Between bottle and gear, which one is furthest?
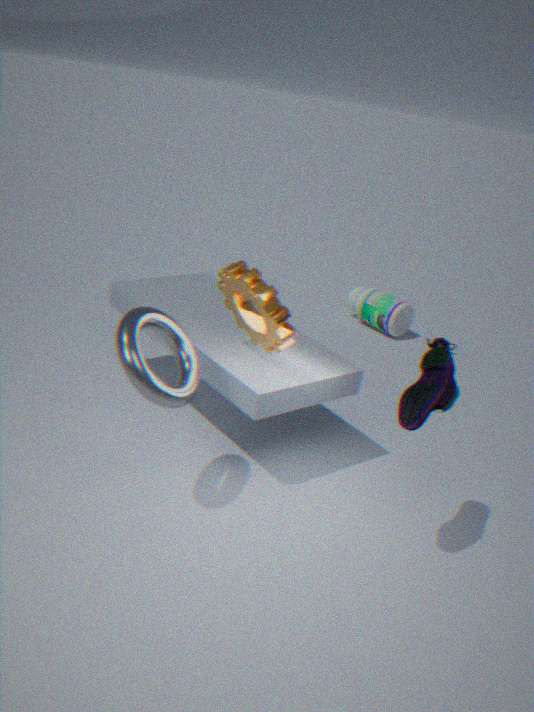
bottle
